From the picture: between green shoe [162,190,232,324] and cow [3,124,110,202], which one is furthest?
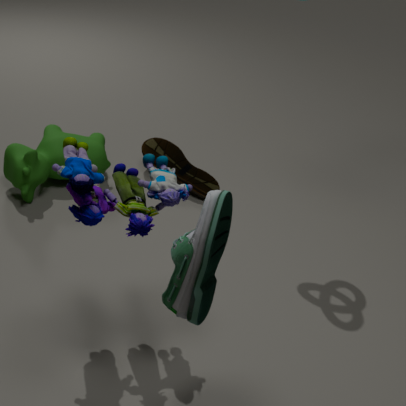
cow [3,124,110,202]
